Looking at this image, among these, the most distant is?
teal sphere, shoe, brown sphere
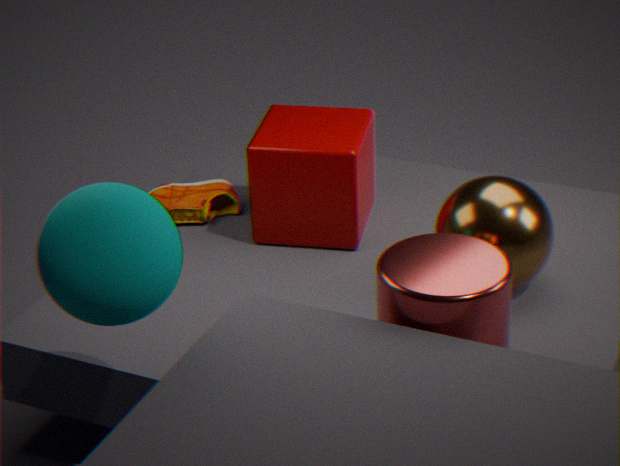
shoe
